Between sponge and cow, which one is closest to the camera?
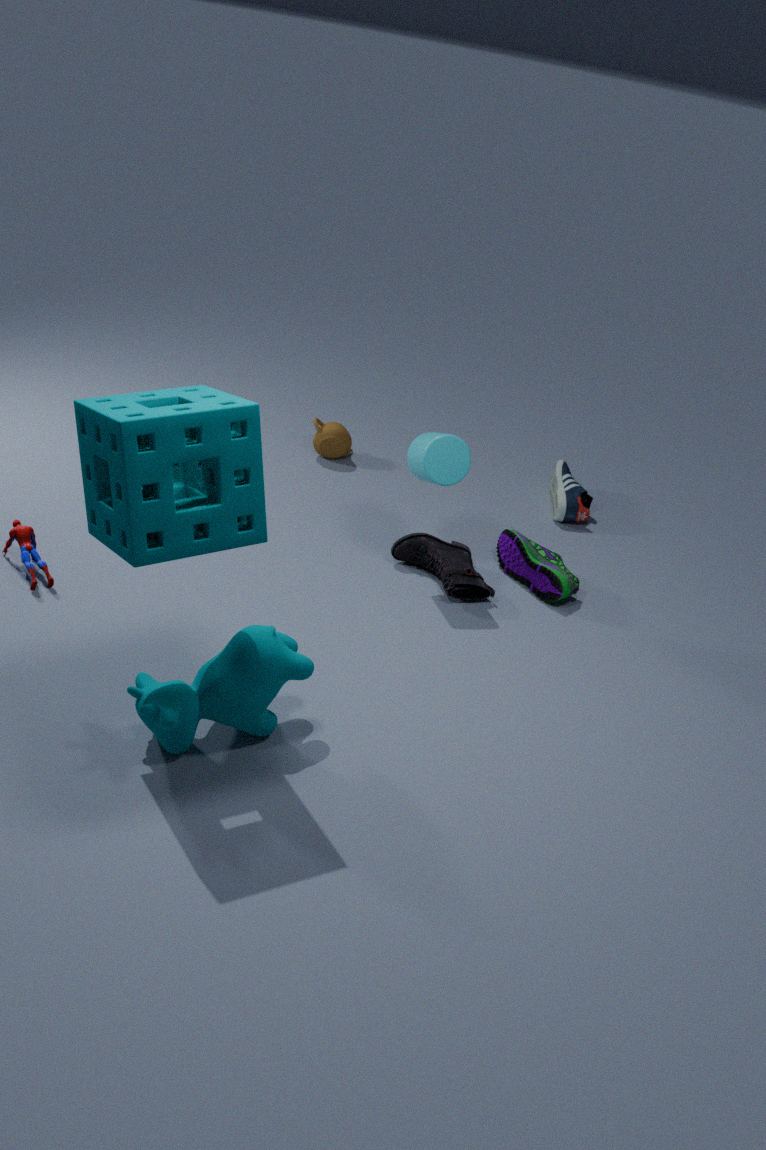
sponge
